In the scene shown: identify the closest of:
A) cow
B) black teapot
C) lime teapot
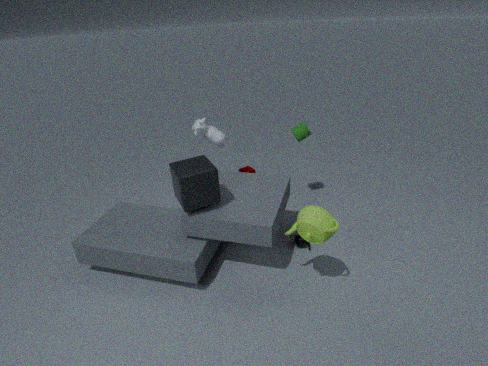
lime teapot
